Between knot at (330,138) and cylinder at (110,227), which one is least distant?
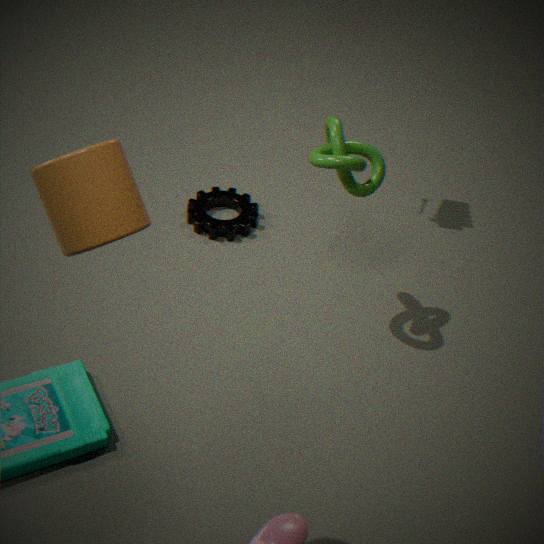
cylinder at (110,227)
